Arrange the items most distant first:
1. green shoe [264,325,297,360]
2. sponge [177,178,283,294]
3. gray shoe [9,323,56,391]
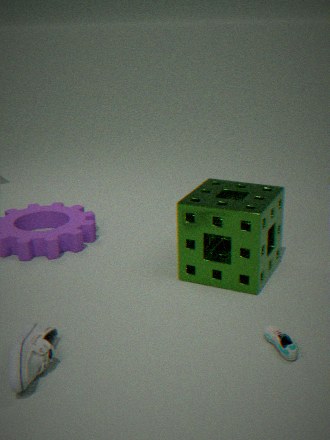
1. sponge [177,178,283,294]
2. green shoe [264,325,297,360]
3. gray shoe [9,323,56,391]
